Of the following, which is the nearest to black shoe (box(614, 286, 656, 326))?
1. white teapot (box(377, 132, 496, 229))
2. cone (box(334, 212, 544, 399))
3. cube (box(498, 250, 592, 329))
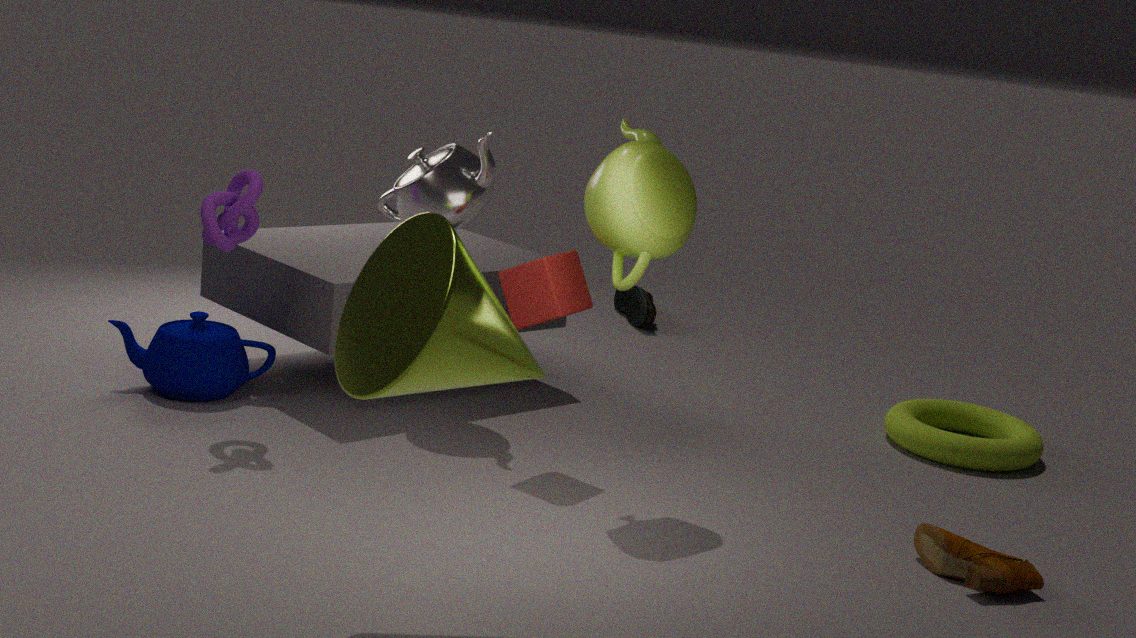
white teapot (box(377, 132, 496, 229))
